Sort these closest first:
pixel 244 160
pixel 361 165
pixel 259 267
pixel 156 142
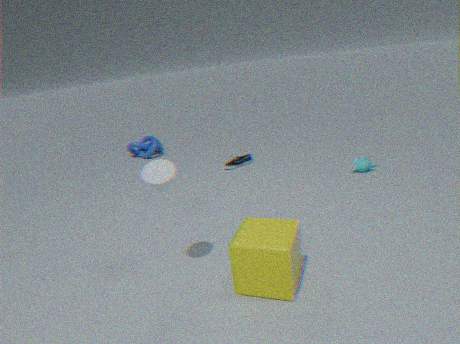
pixel 259 267 → pixel 361 165 → pixel 244 160 → pixel 156 142
